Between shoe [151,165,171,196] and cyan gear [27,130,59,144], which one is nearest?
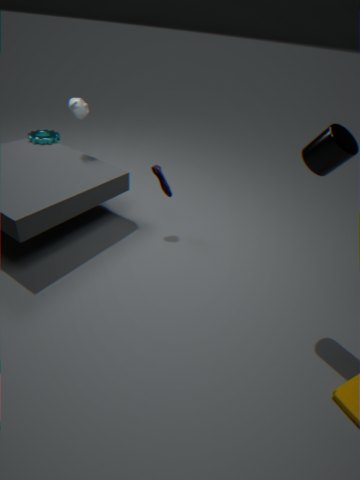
shoe [151,165,171,196]
